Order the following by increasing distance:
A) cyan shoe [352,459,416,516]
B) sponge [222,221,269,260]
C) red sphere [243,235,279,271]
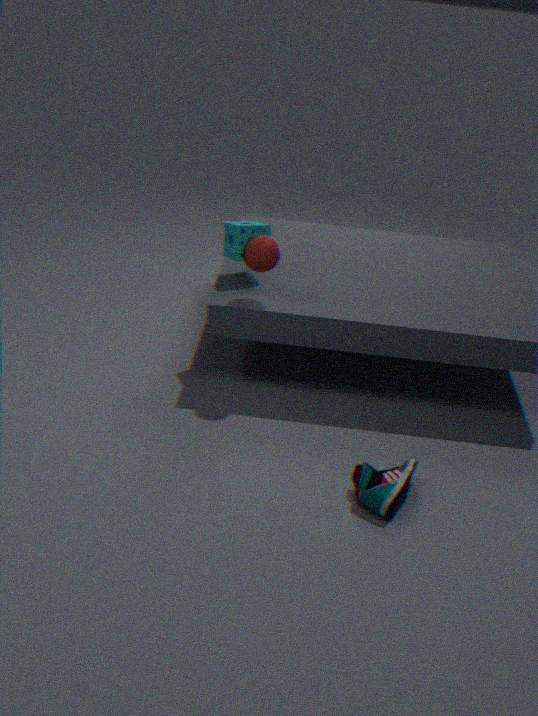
cyan shoe [352,459,416,516], red sphere [243,235,279,271], sponge [222,221,269,260]
